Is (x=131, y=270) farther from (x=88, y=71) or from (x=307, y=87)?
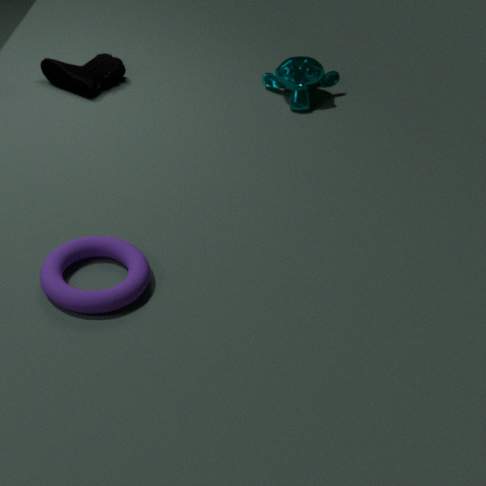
(x=307, y=87)
